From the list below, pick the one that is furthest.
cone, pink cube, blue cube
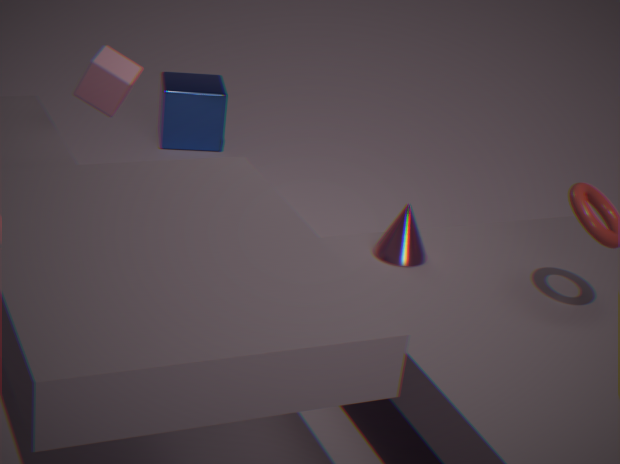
blue cube
